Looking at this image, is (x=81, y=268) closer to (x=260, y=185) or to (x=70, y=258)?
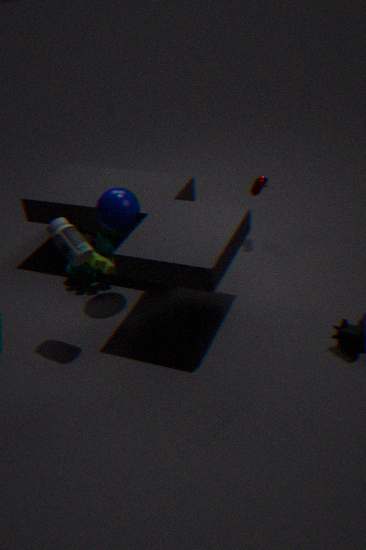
(x=70, y=258)
